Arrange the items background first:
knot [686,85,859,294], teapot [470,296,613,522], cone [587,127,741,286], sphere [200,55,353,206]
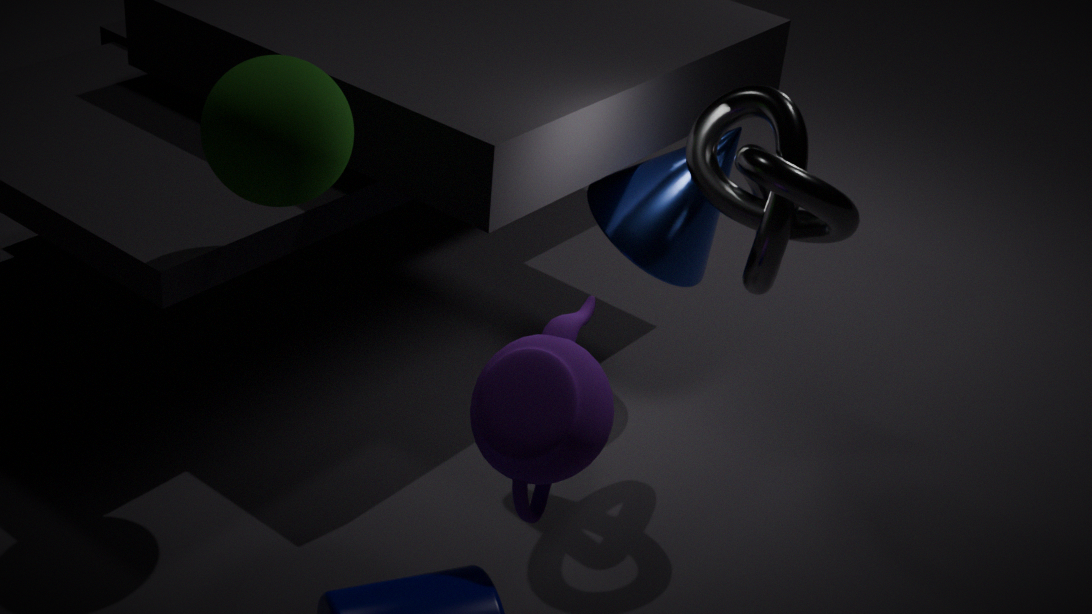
cone [587,127,741,286] < knot [686,85,859,294] < sphere [200,55,353,206] < teapot [470,296,613,522]
